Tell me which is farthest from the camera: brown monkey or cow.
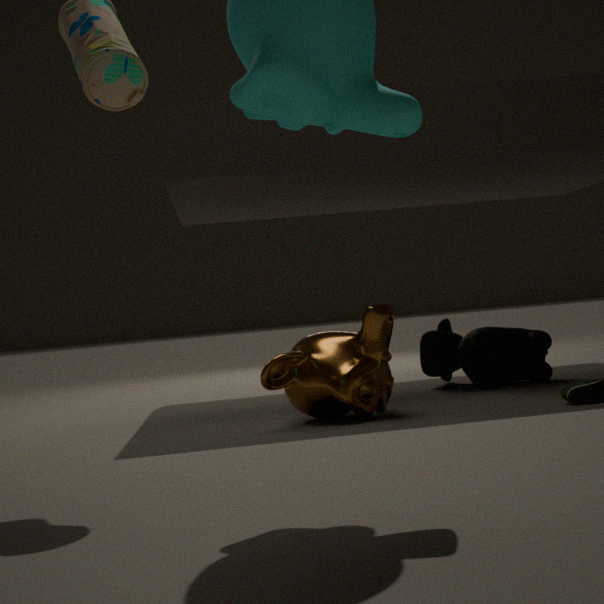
cow
